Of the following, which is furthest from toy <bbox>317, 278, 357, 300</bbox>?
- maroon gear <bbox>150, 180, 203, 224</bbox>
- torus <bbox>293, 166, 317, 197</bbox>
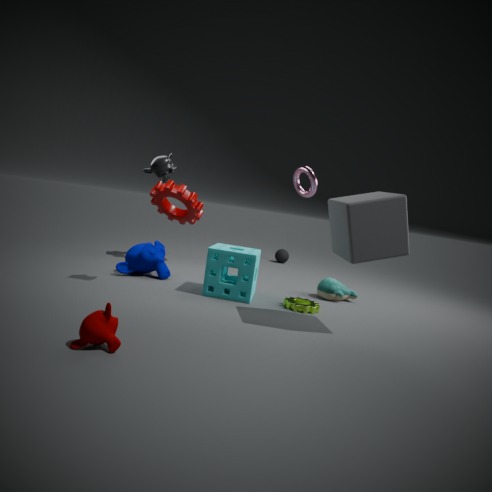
maroon gear <bbox>150, 180, 203, 224</bbox>
